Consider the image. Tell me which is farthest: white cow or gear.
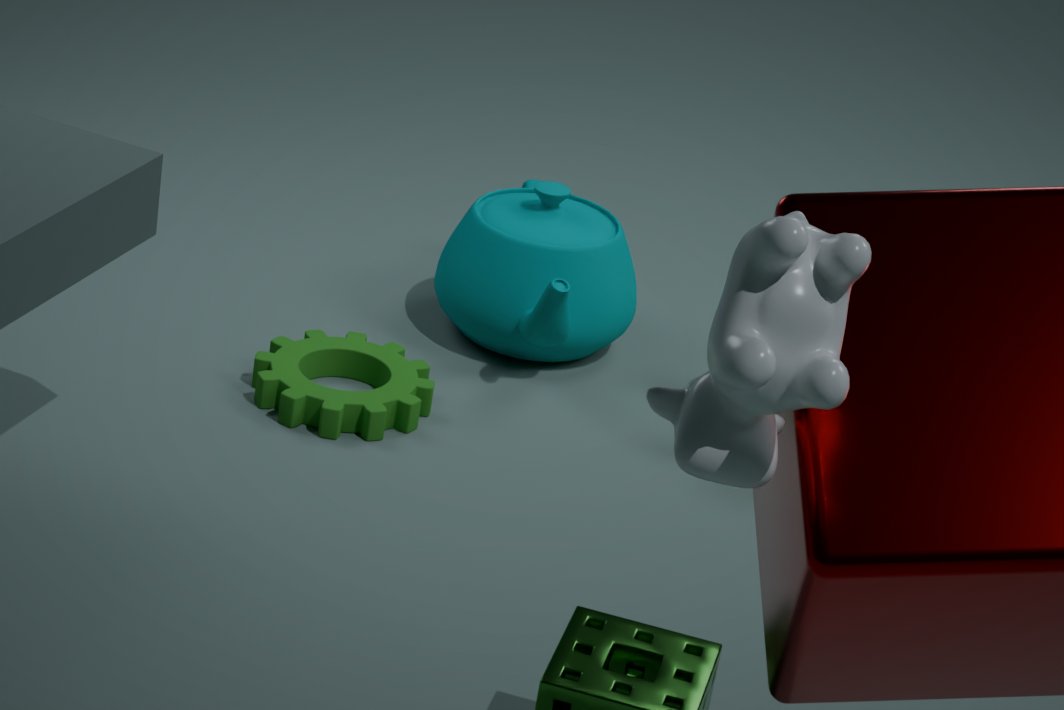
gear
